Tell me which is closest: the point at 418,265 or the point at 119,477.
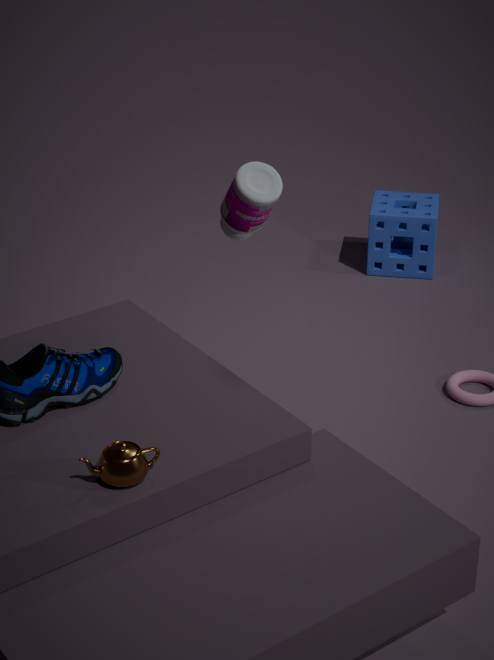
the point at 119,477
